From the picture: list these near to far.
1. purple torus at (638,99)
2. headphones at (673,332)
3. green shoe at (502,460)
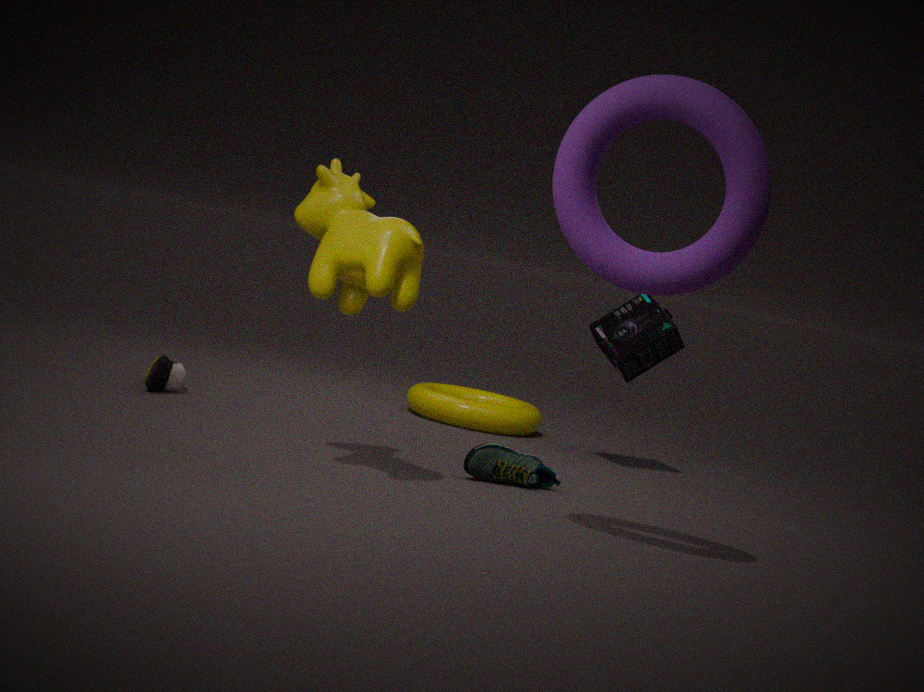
purple torus at (638,99), green shoe at (502,460), headphones at (673,332)
